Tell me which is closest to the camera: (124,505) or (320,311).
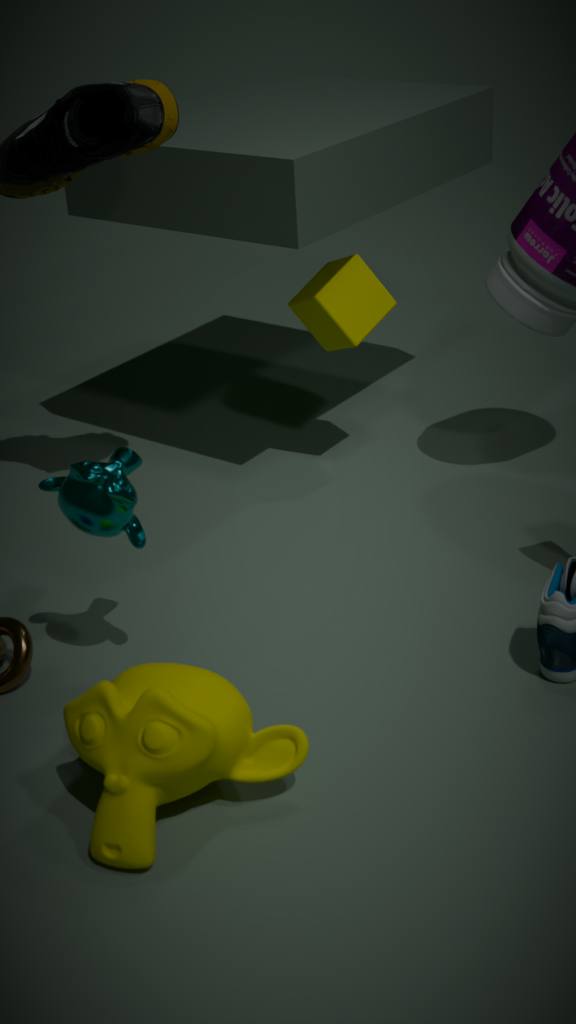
(124,505)
